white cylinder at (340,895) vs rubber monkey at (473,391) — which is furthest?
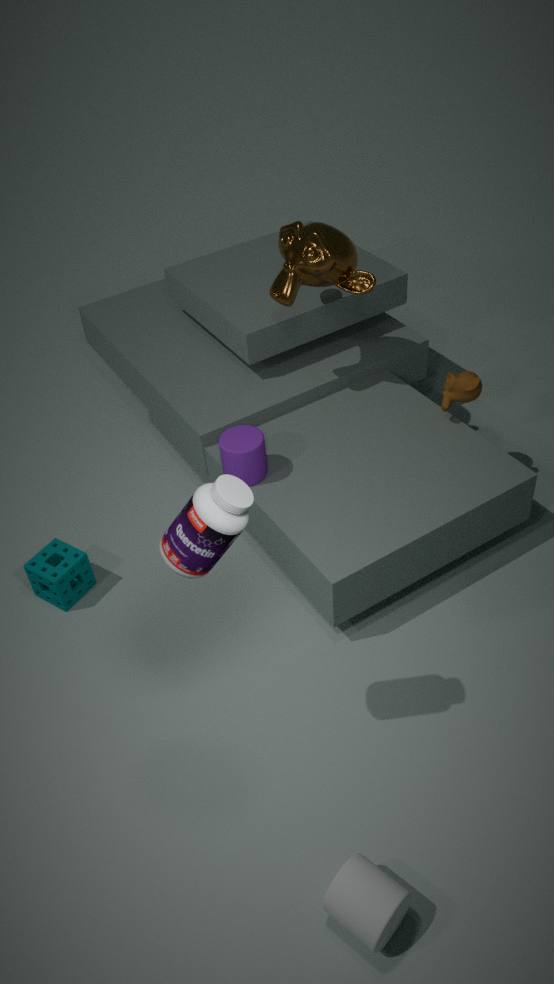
rubber monkey at (473,391)
